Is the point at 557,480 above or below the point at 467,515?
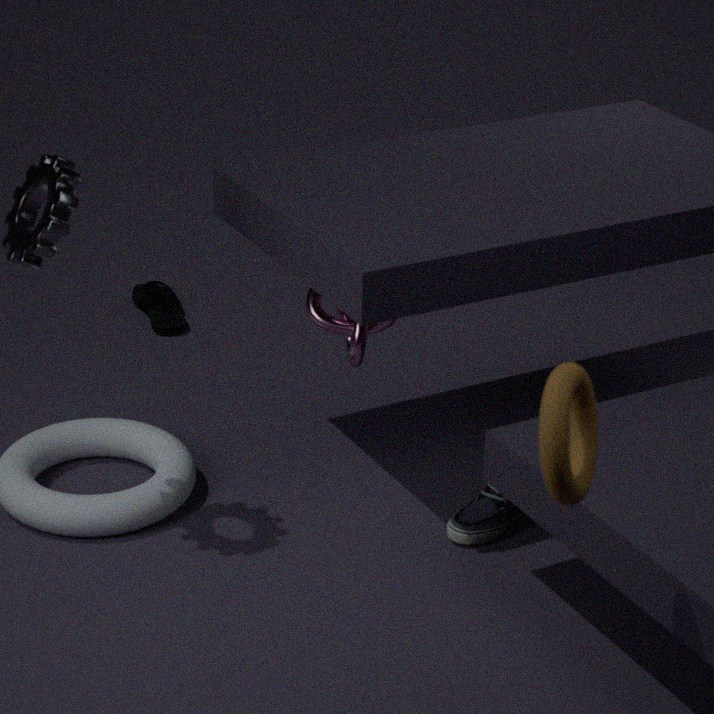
above
